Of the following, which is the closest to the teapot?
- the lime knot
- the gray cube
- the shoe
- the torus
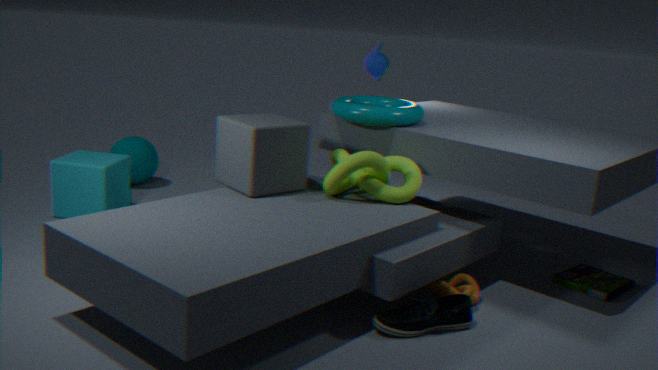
the torus
